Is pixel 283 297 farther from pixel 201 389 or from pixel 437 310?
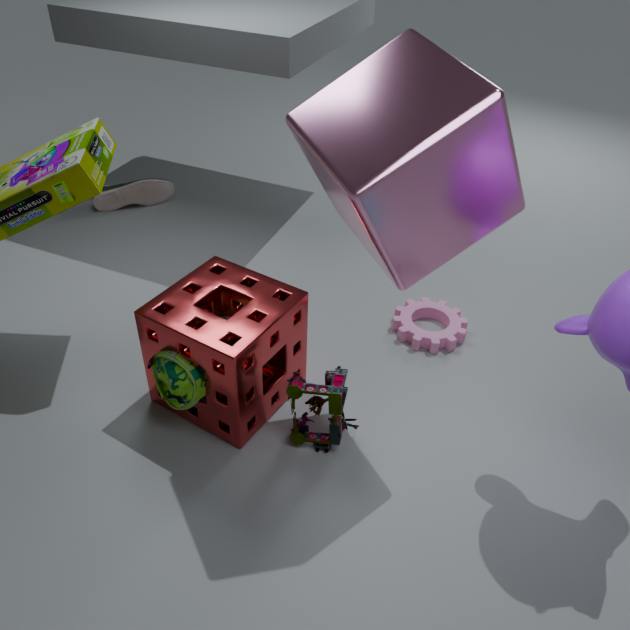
pixel 437 310
